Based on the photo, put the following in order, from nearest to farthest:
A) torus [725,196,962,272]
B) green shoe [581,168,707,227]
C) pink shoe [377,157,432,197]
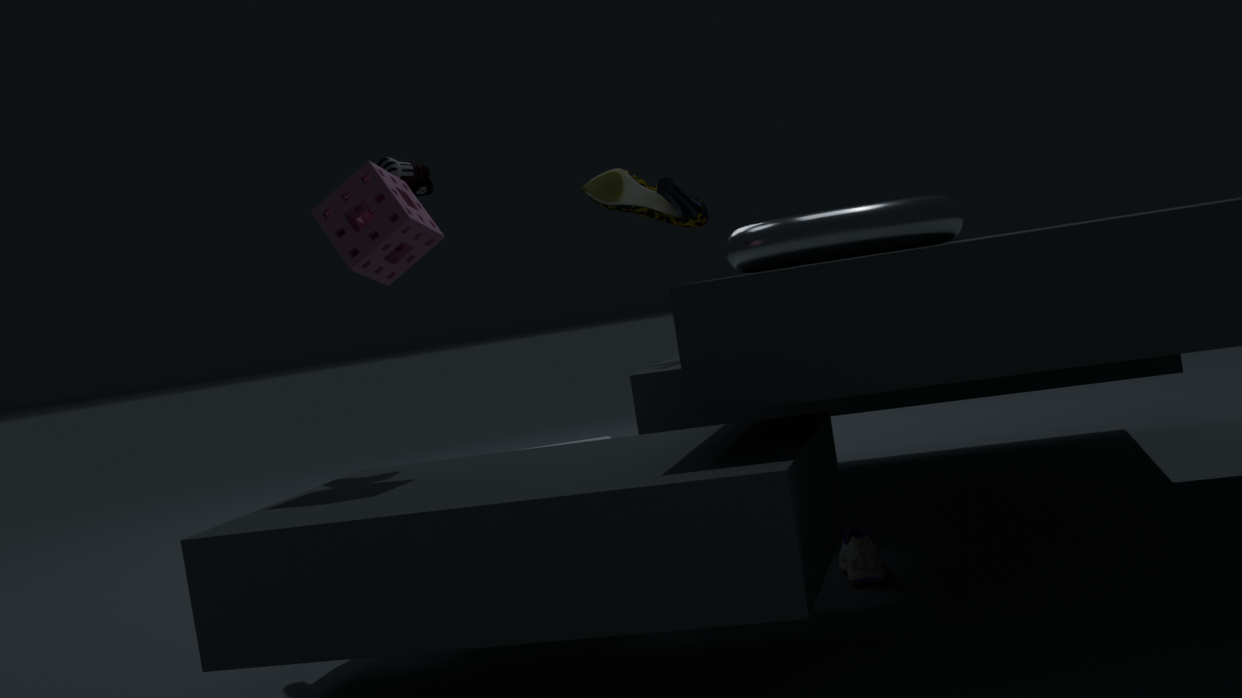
torus [725,196,962,272], pink shoe [377,157,432,197], green shoe [581,168,707,227]
